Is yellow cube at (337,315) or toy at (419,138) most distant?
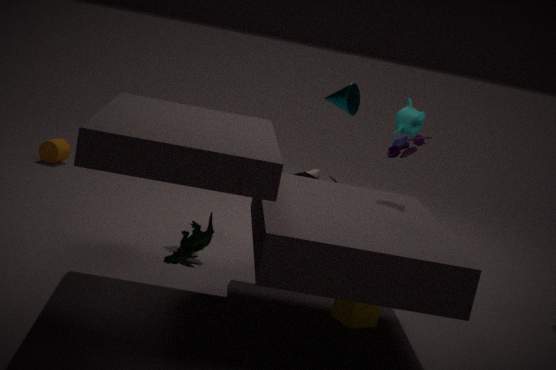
toy at (419,138)
